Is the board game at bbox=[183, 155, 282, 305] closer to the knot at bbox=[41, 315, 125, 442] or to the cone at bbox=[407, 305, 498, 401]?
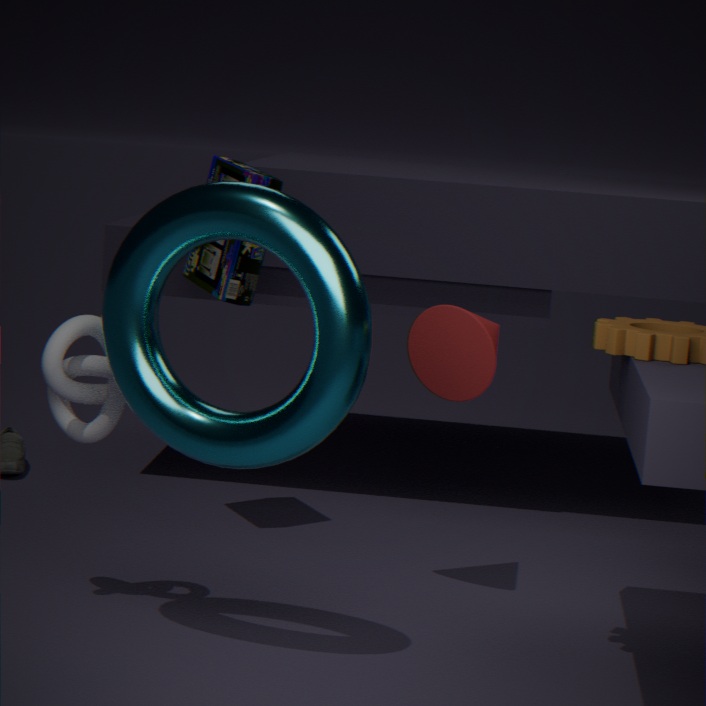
the cone at bbox=[407, 305, 498, 401]
